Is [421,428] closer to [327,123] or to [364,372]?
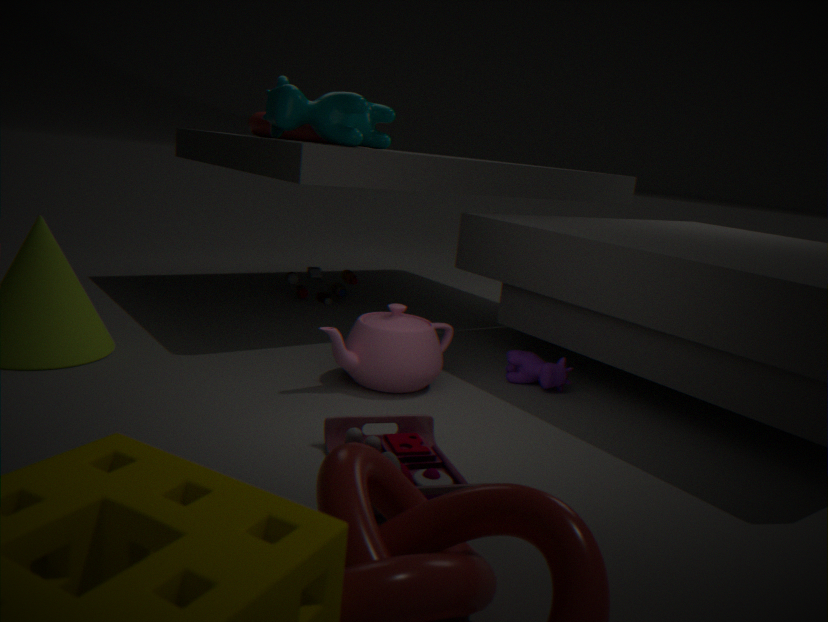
[364,372]
